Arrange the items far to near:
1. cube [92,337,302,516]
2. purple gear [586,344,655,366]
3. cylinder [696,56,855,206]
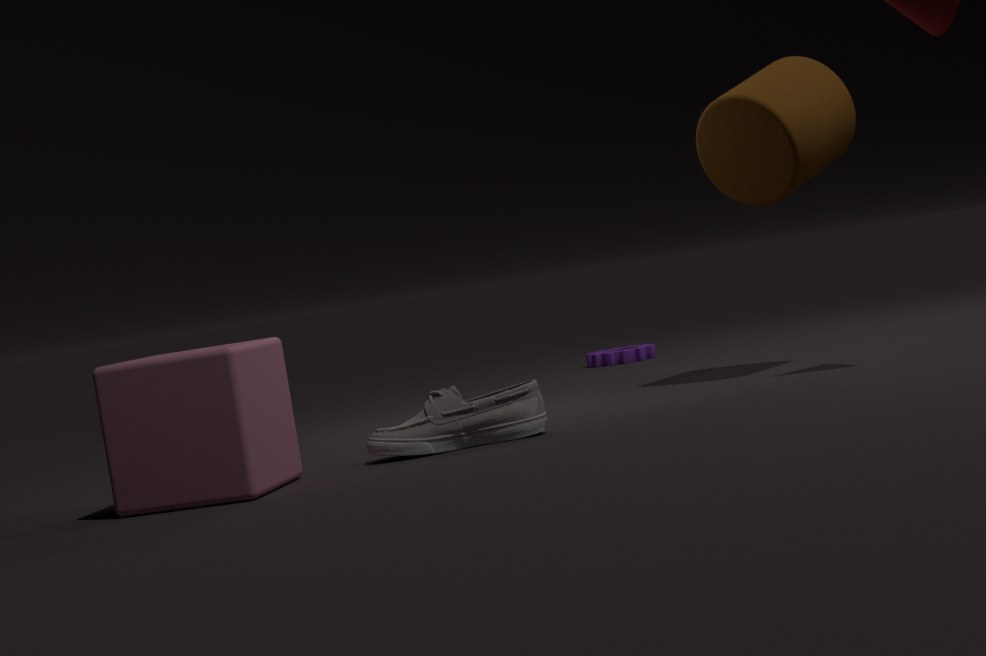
purple gear [586,344,655,366] → cylinder [696,56,855,206] → cube [92,337,302,516]
